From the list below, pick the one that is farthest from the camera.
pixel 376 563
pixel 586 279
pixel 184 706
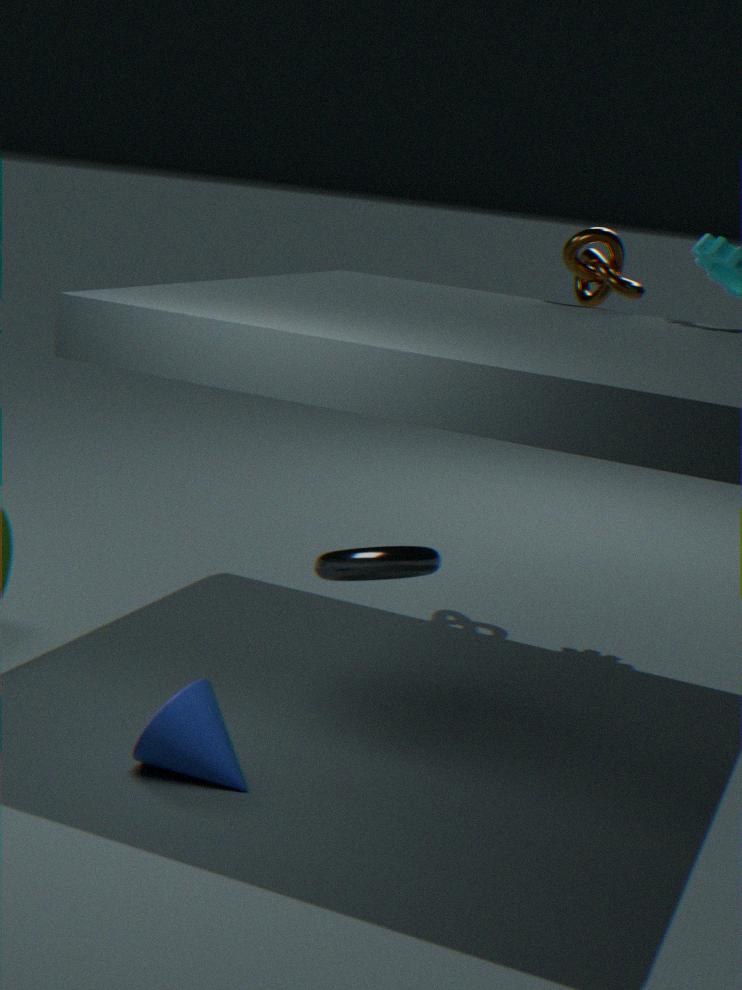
pixel 586 279
